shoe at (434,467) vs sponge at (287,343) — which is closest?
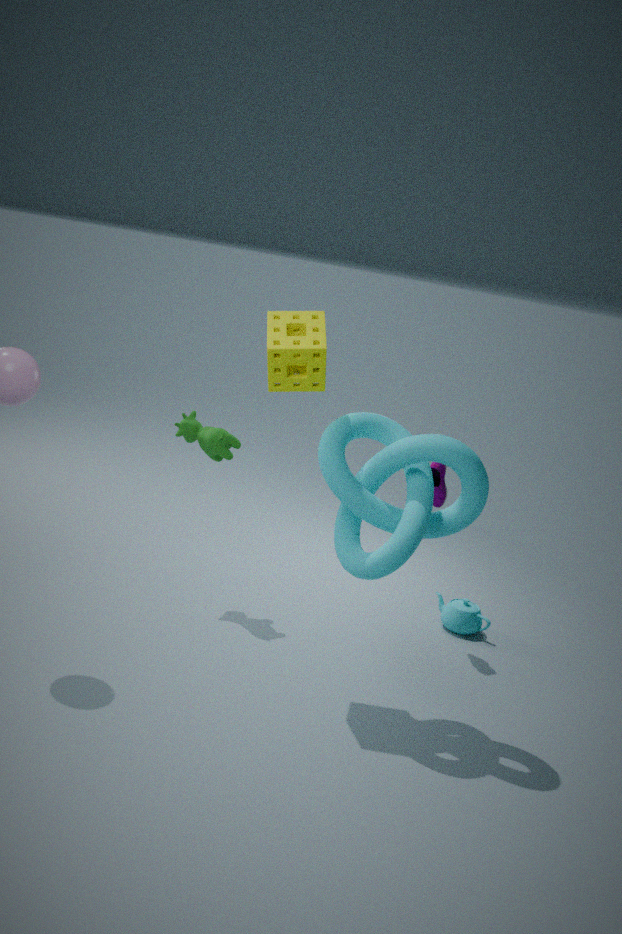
sponge at (287,343)
